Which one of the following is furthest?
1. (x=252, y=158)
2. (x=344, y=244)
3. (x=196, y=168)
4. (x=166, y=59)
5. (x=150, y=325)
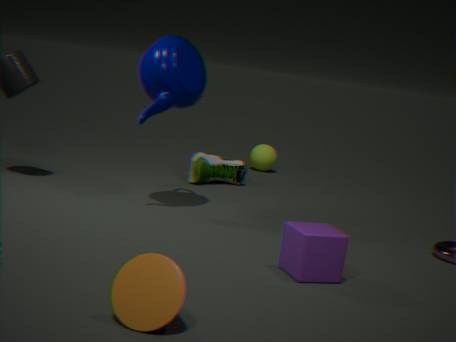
(x=252, y=158)
